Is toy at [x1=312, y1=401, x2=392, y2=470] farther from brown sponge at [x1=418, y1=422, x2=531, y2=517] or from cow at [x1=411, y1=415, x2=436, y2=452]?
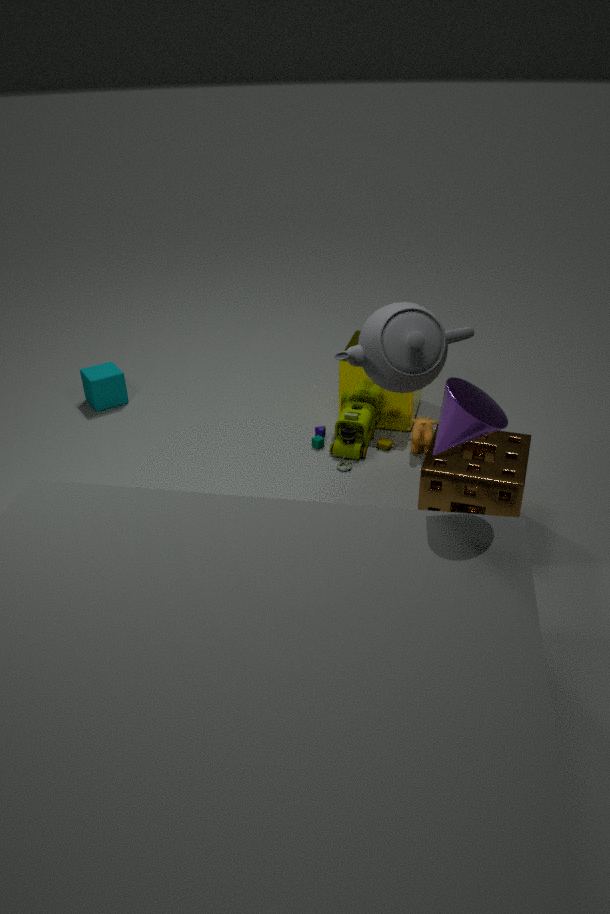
brown sponge at [x1=418, y1=422, x2=531, y2=517]
